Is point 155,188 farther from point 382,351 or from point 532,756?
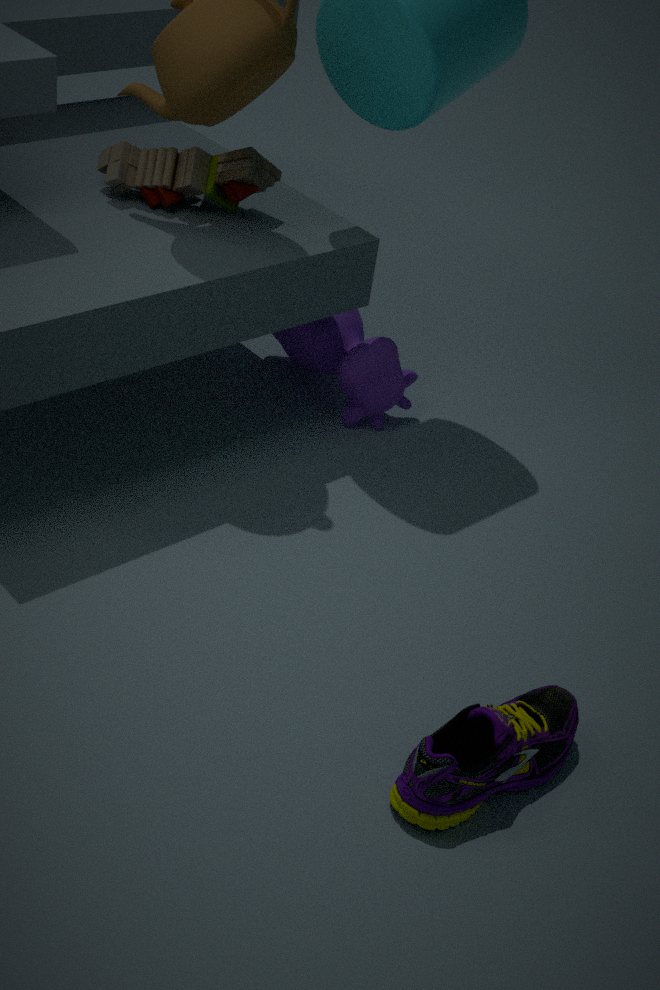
point 532,756
